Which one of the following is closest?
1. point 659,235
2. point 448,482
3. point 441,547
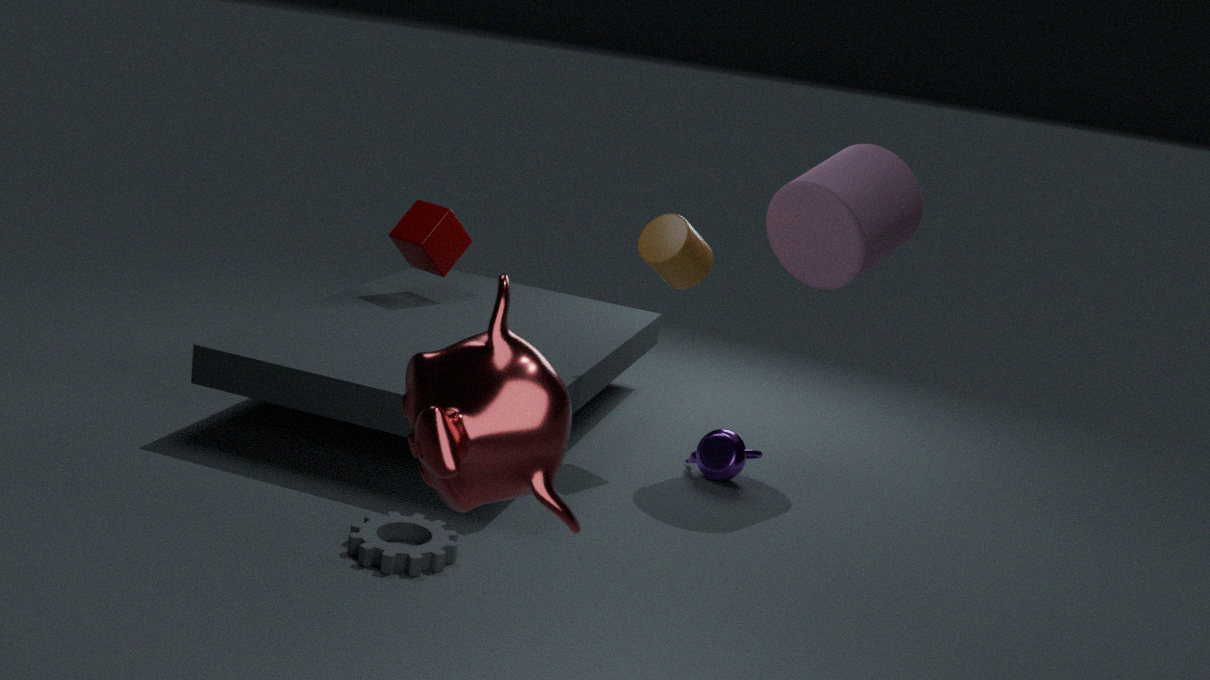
point 448,482
